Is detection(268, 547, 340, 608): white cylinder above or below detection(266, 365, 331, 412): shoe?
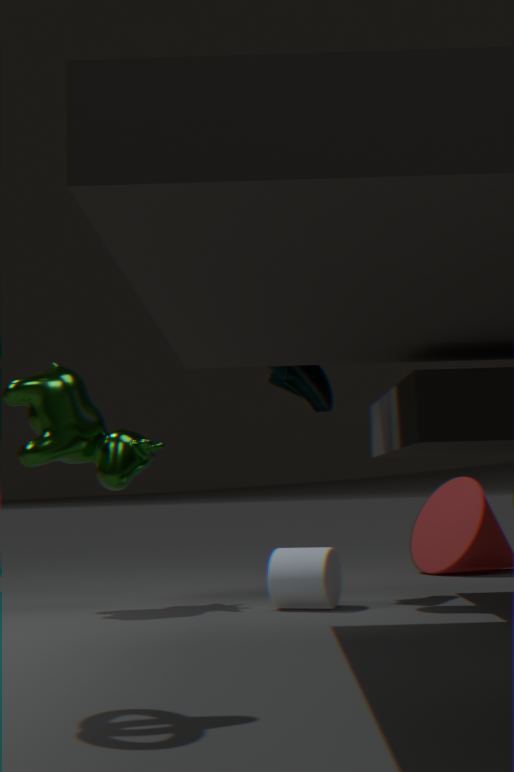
below
